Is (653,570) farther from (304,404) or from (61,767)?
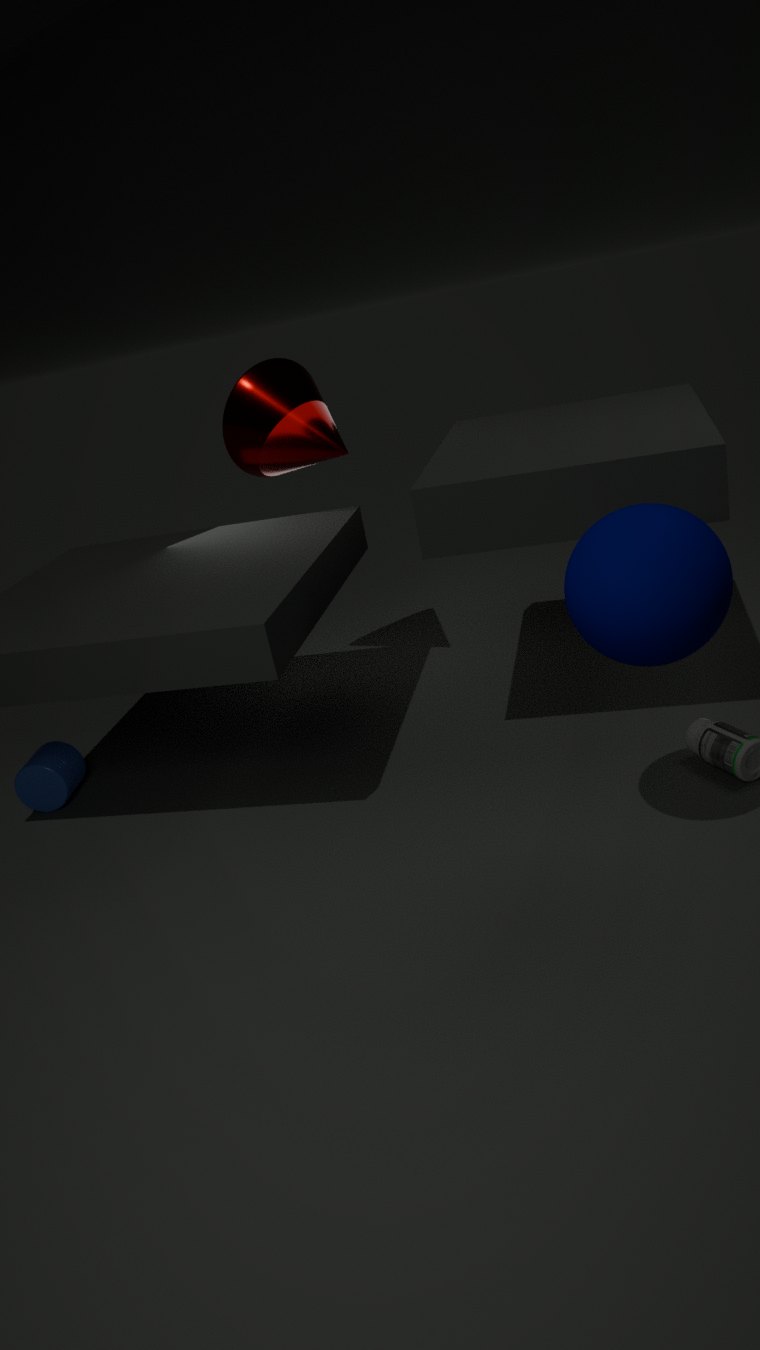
(61,767)
